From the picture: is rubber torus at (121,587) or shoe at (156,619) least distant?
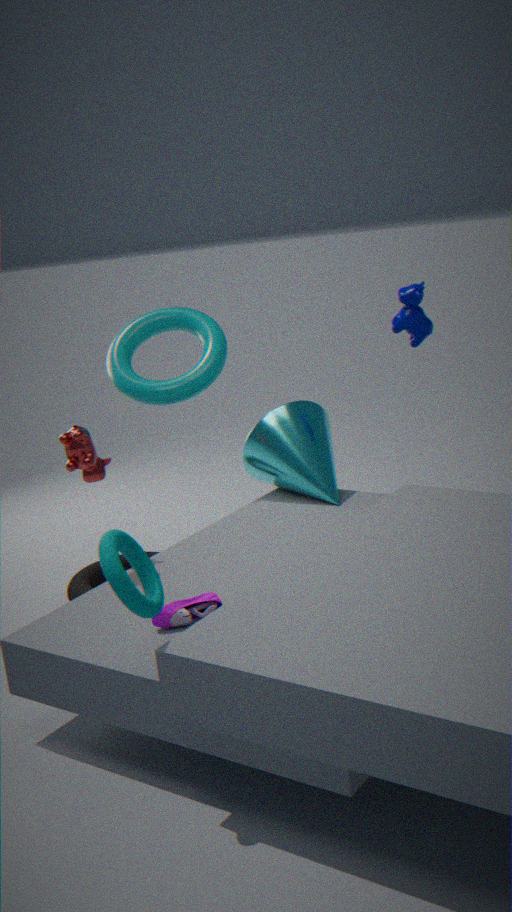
rubber torus at (121,587)
